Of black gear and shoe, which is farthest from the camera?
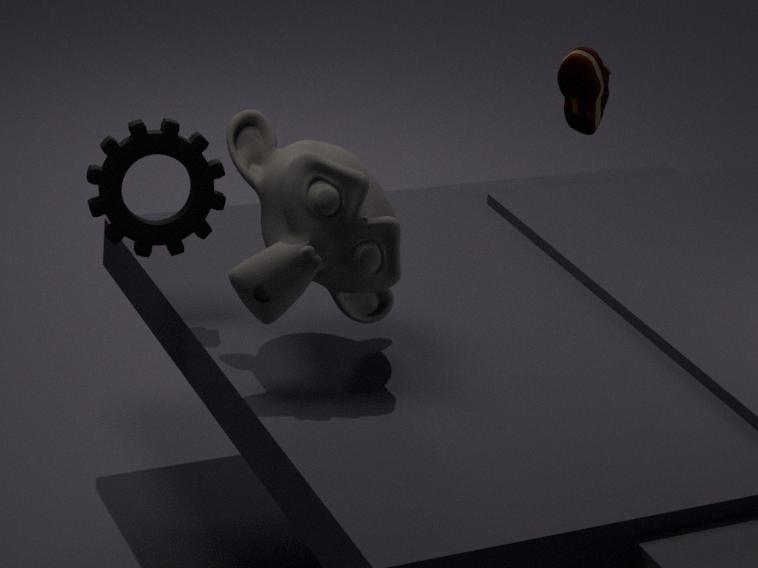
shoe
